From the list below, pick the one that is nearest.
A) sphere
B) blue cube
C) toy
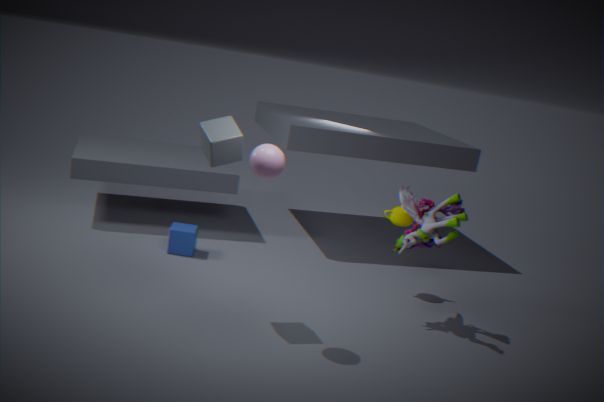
sphere
